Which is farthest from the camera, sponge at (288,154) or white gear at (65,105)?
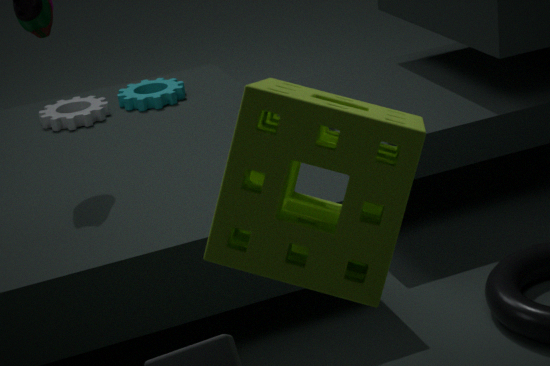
white gear at (65,105)
